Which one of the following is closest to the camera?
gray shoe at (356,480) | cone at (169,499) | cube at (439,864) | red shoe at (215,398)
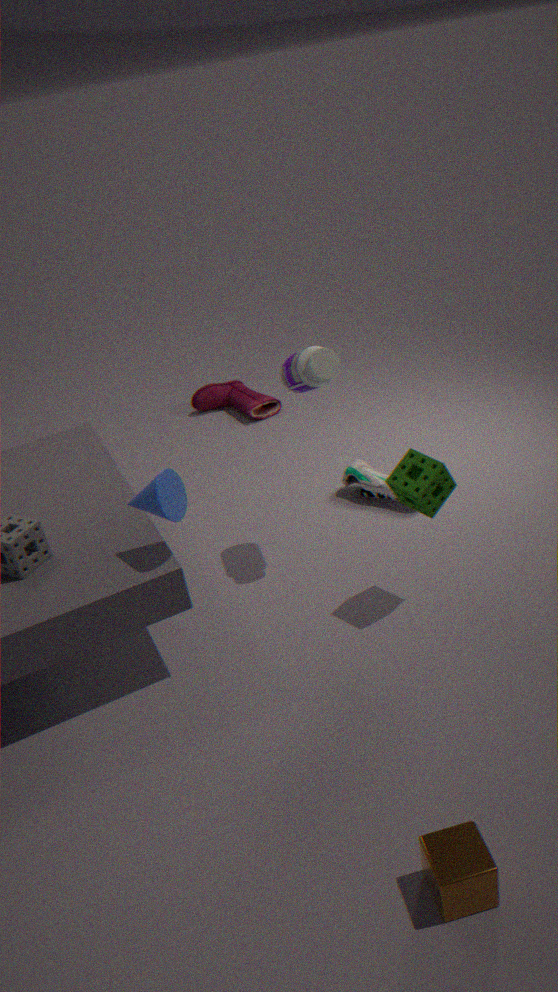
cube at (439,864)
